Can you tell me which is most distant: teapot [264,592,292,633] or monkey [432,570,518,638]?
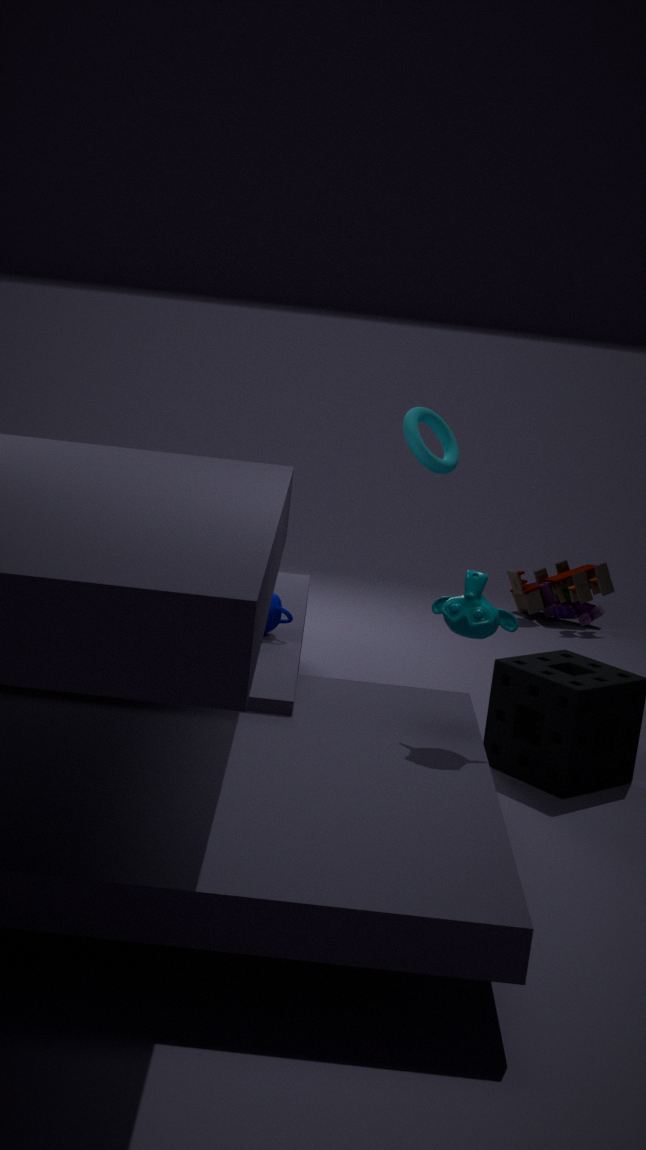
teapot [264,592,292,633]
